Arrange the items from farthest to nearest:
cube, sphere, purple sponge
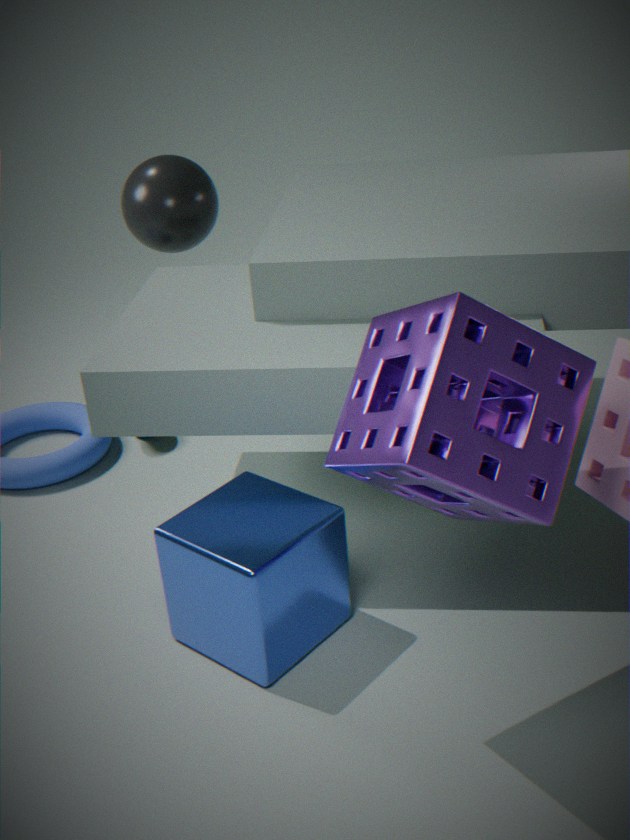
sphere
cube
purple sponge
